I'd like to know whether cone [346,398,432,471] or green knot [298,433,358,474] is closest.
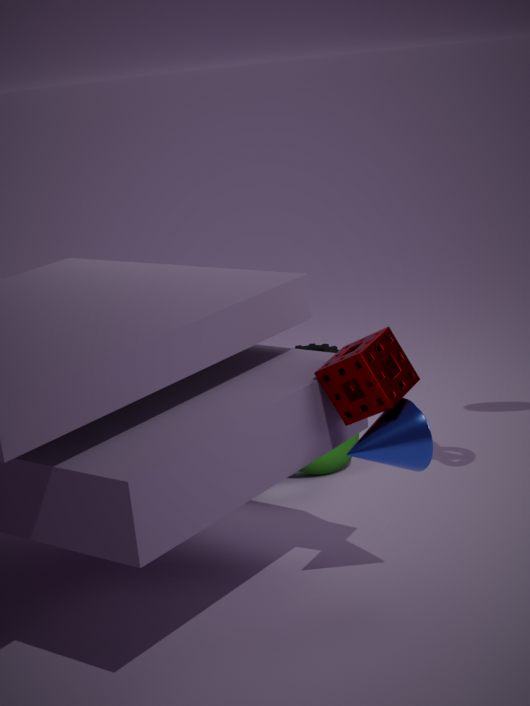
cone [346,398,432,471]
